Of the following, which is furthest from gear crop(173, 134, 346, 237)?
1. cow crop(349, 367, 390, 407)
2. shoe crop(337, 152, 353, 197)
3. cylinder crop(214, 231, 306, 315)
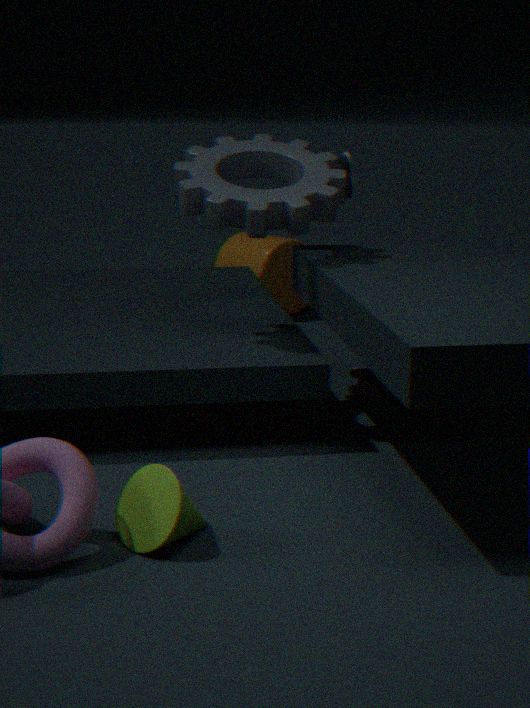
cylinder crop(214, 231, 306, 315)
